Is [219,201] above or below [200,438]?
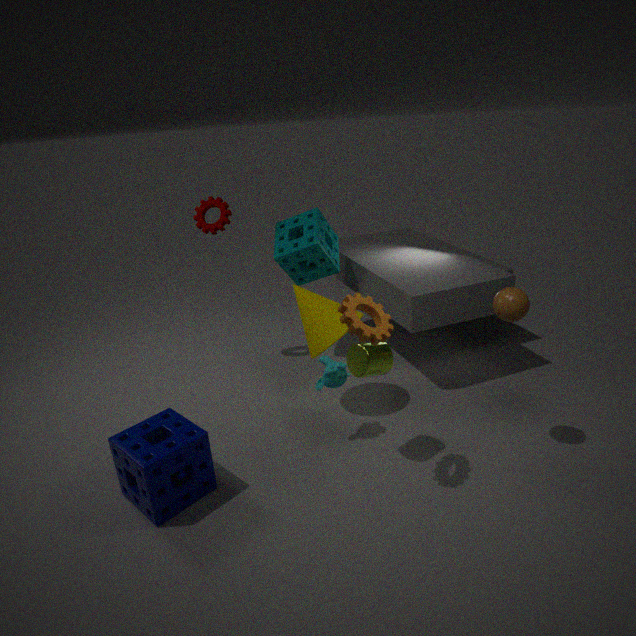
above
